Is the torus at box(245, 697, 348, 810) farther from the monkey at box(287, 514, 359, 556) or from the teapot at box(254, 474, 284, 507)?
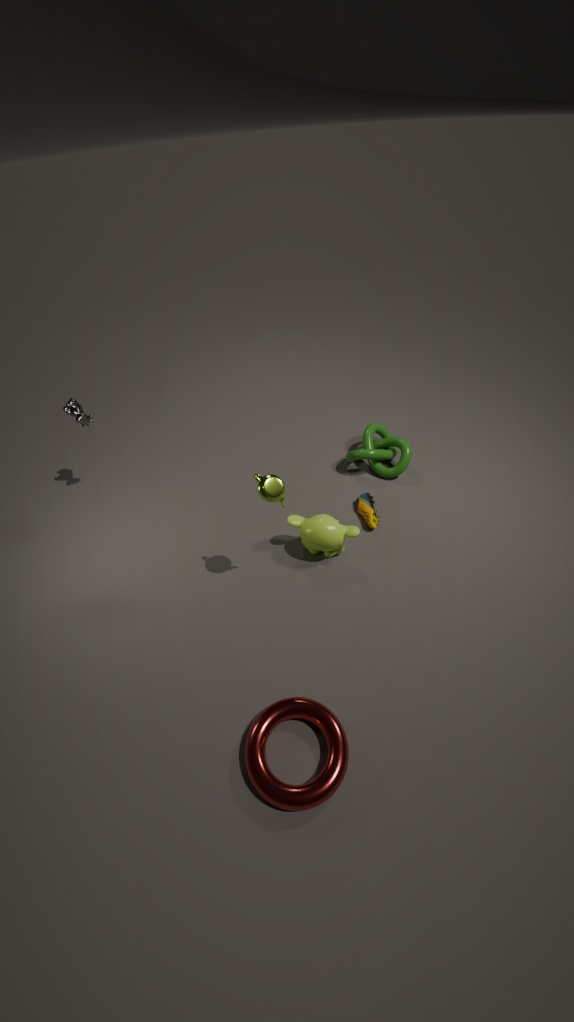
the teapot at box(254, 474, 284, 507)
